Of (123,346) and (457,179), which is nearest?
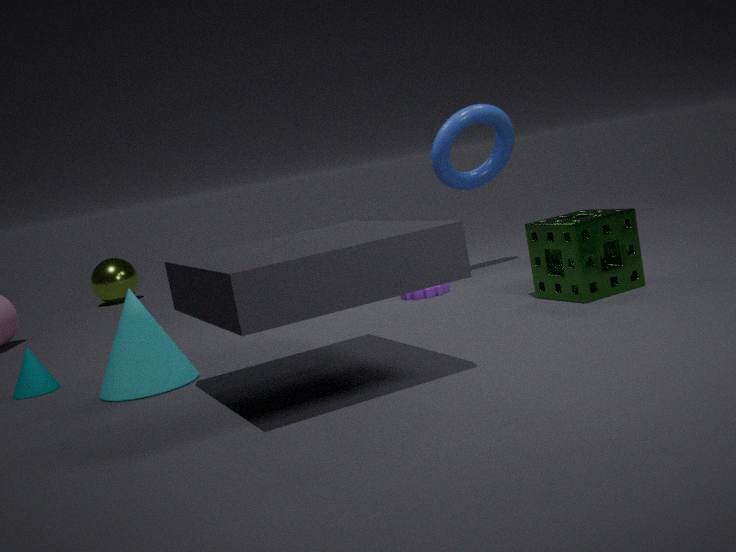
(123,346)
